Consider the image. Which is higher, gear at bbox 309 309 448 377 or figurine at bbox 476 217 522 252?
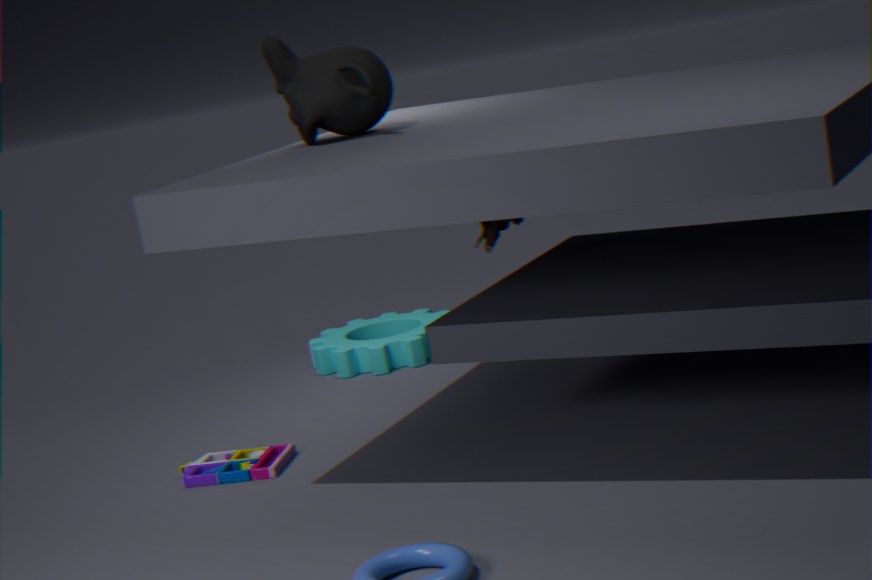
figurine at bbox 476 217 522 252
